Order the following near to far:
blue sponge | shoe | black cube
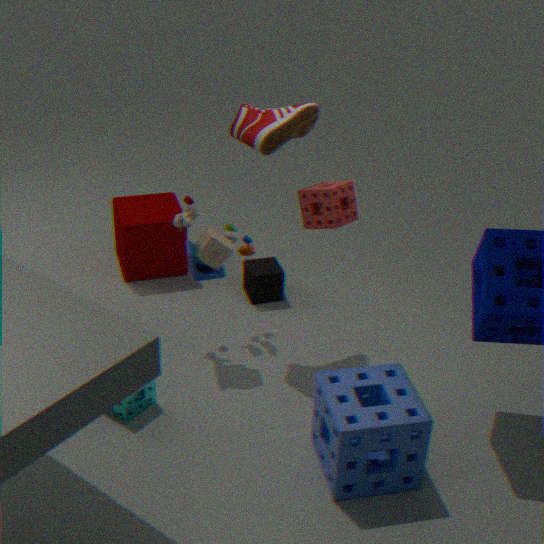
blue sponge, shoe, black cube
